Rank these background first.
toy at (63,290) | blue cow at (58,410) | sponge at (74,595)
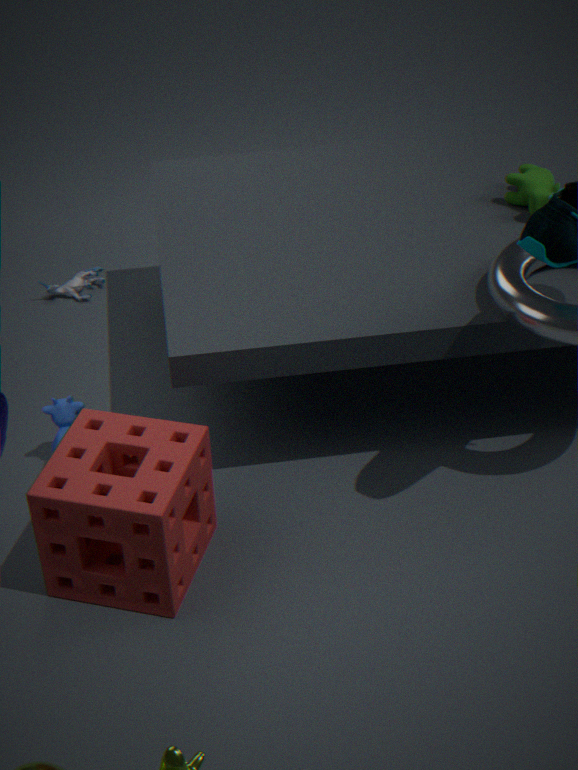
toy at (63,290), blue cow at (58,410), sponge at (74,595)
